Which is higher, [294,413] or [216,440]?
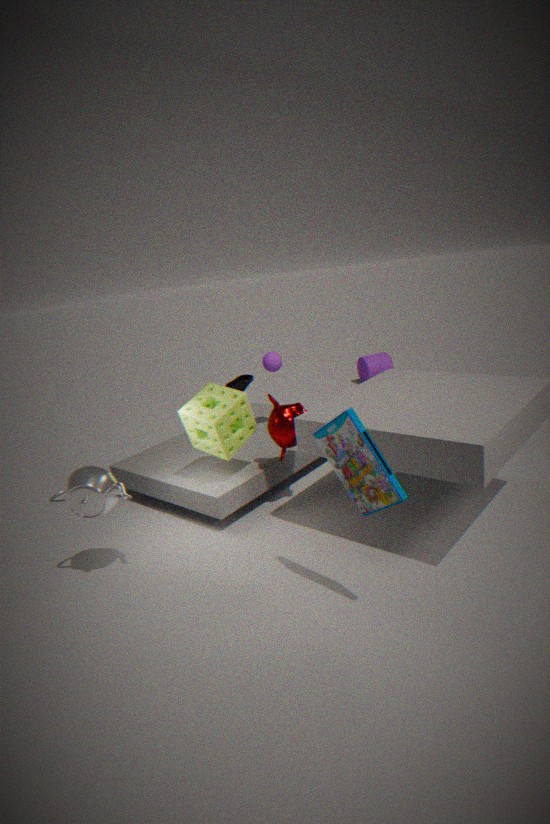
[216,440]
